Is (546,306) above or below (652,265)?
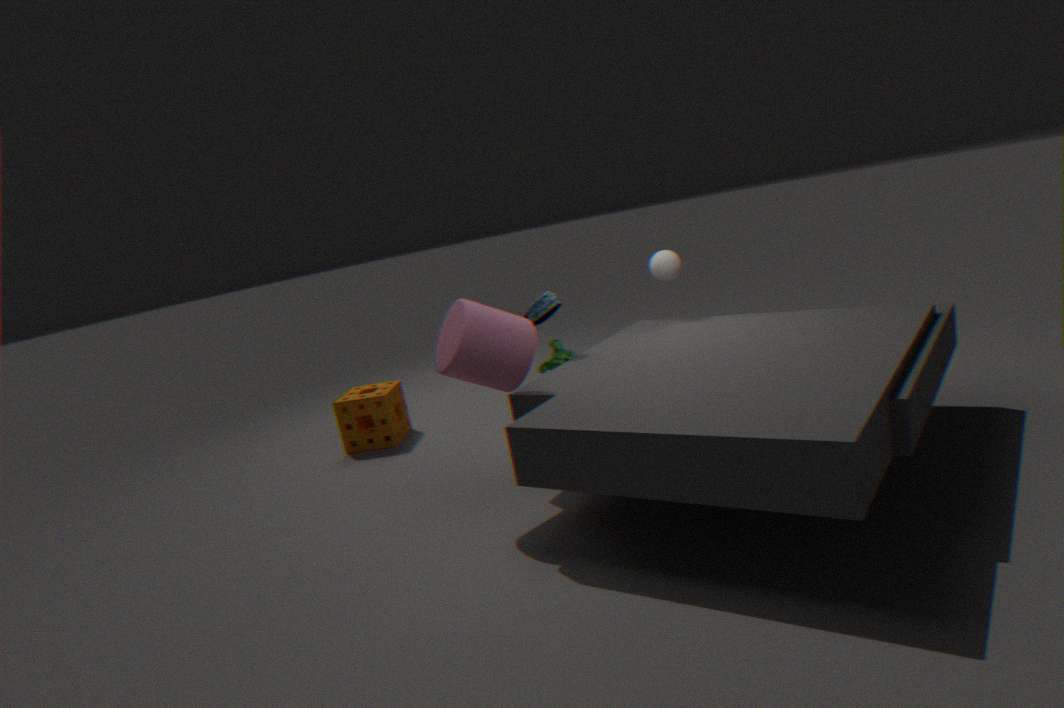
below
